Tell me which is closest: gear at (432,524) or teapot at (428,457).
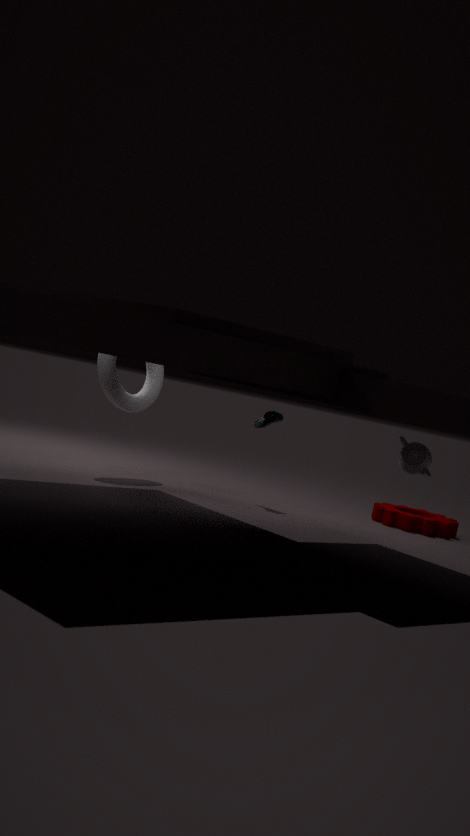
teapot at (428,457)
